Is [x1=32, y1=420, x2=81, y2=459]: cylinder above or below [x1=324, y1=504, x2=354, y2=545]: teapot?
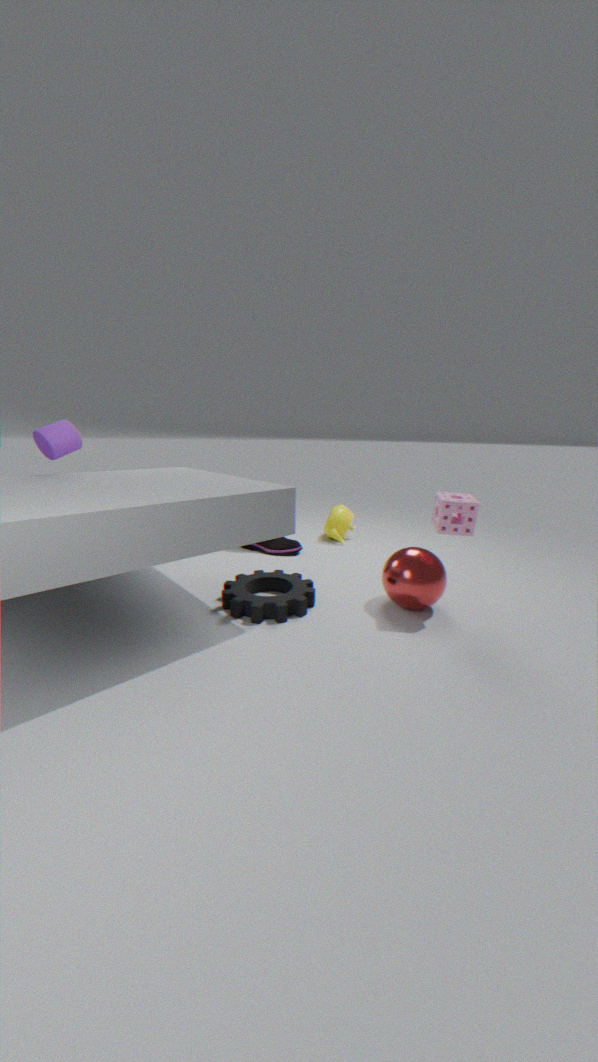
above
